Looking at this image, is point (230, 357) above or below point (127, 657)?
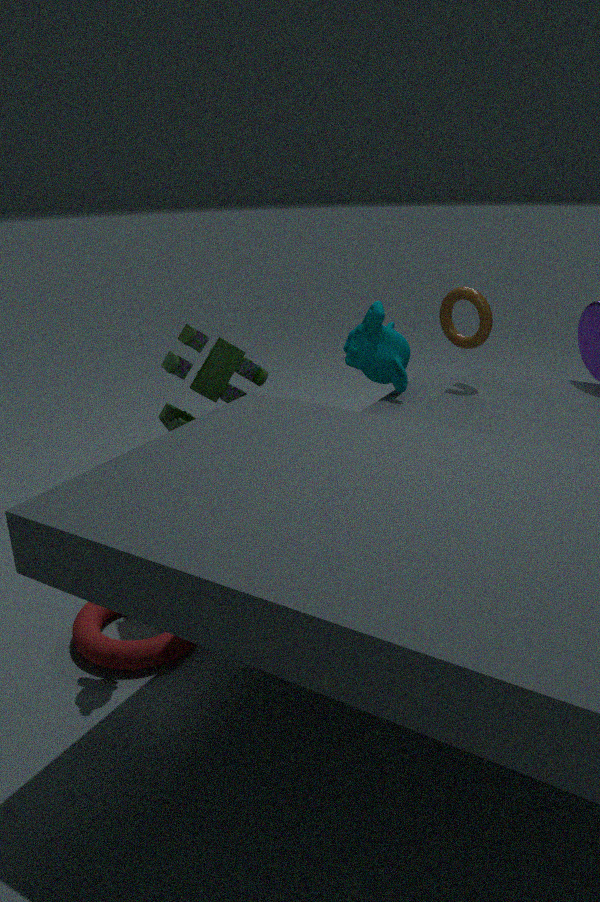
above
